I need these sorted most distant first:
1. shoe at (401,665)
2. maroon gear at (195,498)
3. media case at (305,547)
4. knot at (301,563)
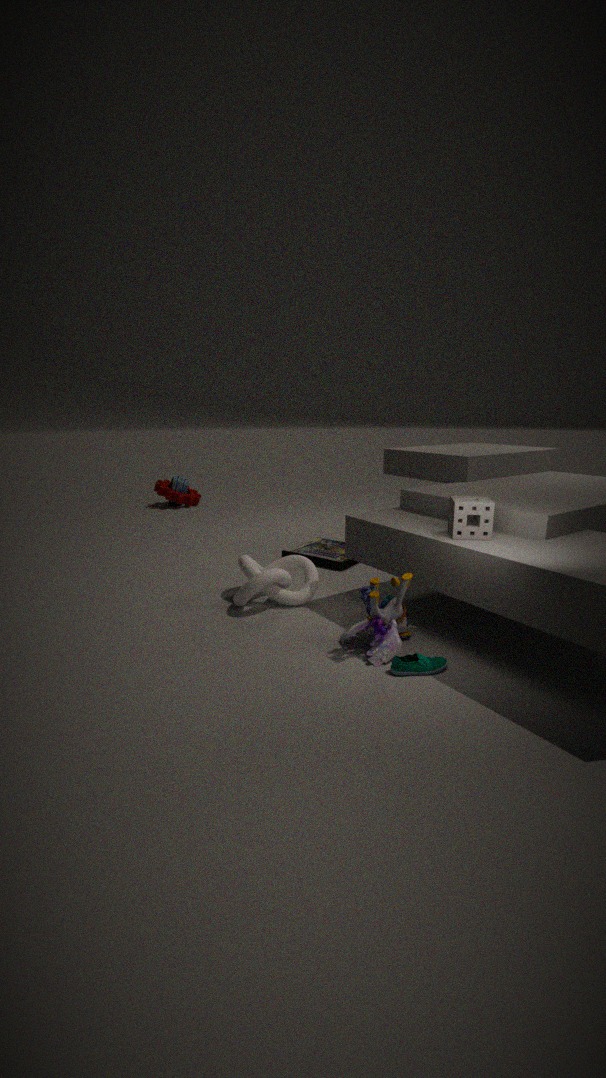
maroon gear at (195,498), media case at (305,547), knot at (301,563), shoe at (401,665)
